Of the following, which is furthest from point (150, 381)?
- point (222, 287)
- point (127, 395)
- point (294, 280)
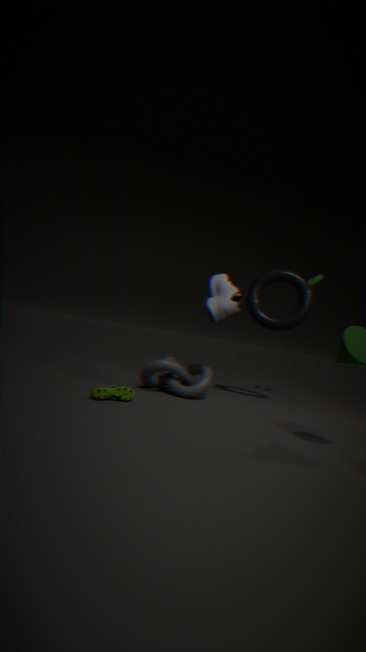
point (294, 280)
